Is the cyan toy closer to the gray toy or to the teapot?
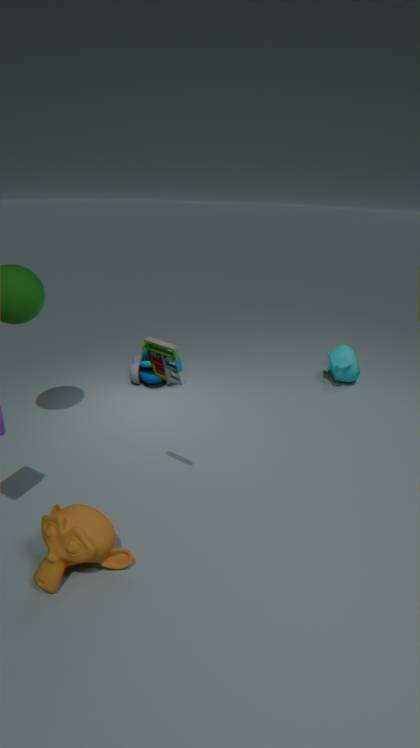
the teapot
